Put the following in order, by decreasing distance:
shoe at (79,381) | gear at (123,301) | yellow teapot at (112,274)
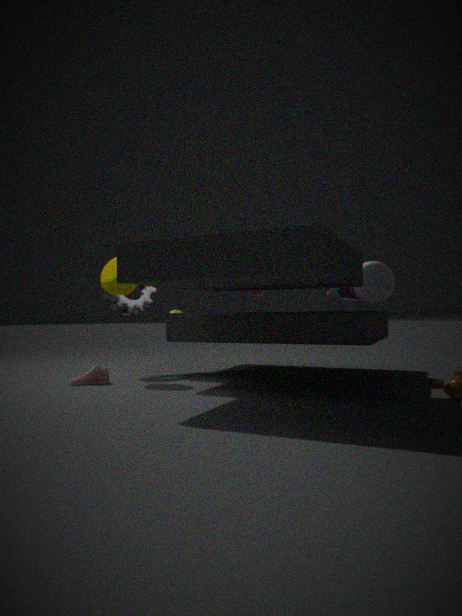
gear at (123,301)
yellow teapot at (112,274)
shoe at (79,381)
